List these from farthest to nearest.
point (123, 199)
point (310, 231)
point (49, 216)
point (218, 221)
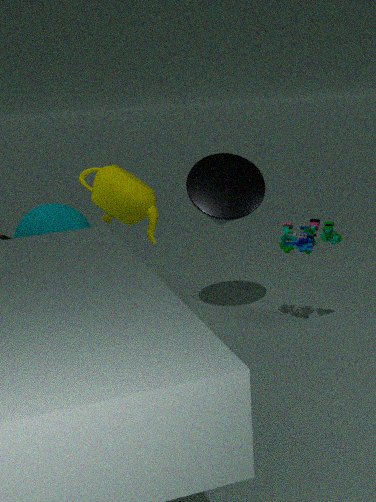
point (218, 221) → point (310, 231) → point (123, 199) → point (49, 216)
